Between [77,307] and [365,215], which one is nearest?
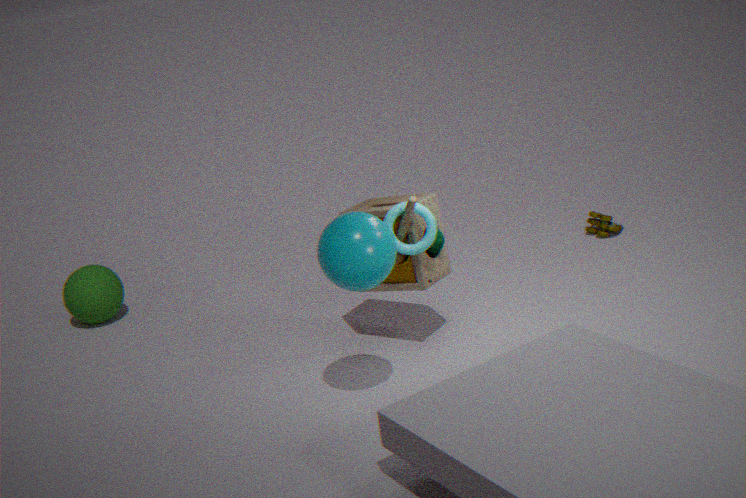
[365,215]
